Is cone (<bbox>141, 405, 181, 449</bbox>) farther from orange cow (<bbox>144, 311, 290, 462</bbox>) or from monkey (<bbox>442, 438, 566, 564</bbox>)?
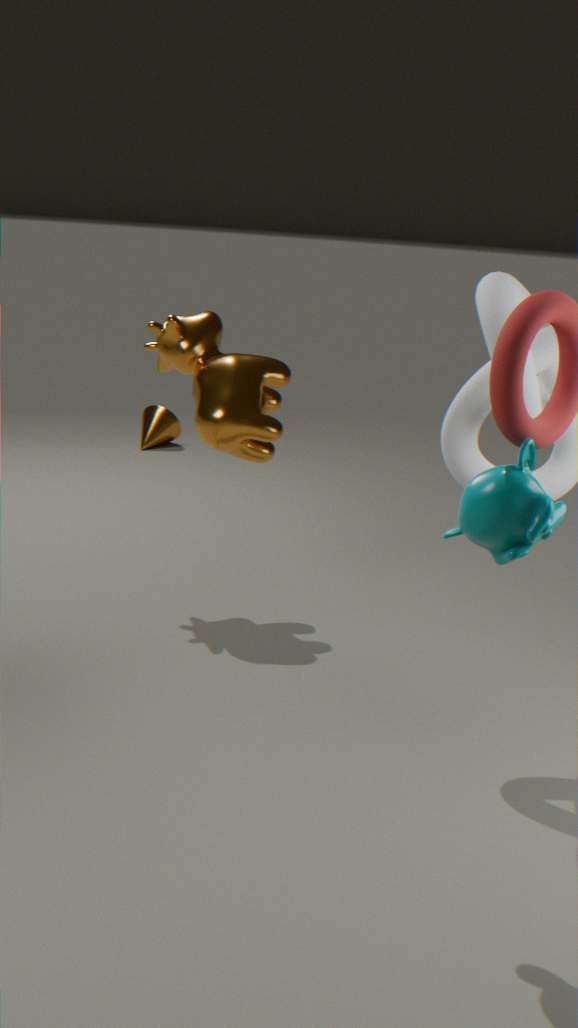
monkey (<bbox>442, 438, 566, 564</bbox>)
